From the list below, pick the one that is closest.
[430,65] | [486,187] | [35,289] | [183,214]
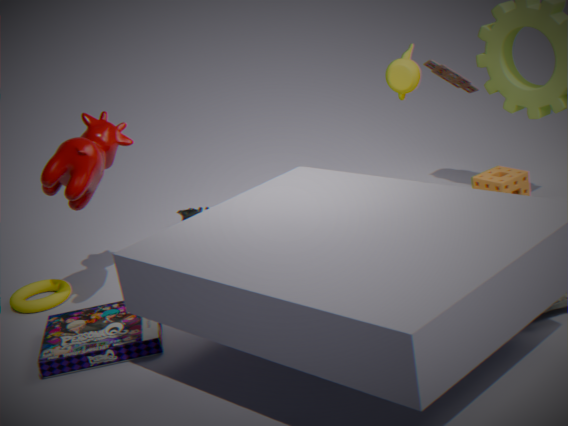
[486,187]
